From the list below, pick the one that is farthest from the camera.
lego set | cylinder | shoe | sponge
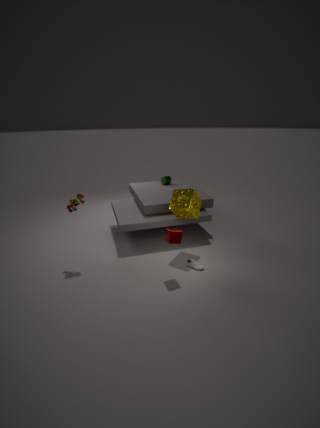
cylinder
